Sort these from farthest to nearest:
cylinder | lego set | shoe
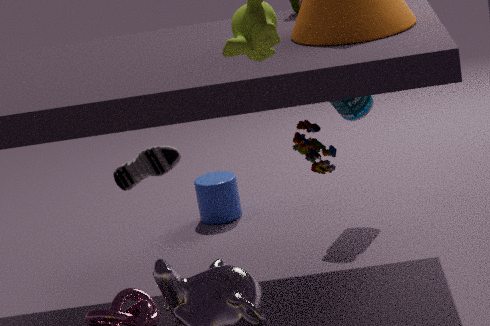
cylinder → lego set → shoe
